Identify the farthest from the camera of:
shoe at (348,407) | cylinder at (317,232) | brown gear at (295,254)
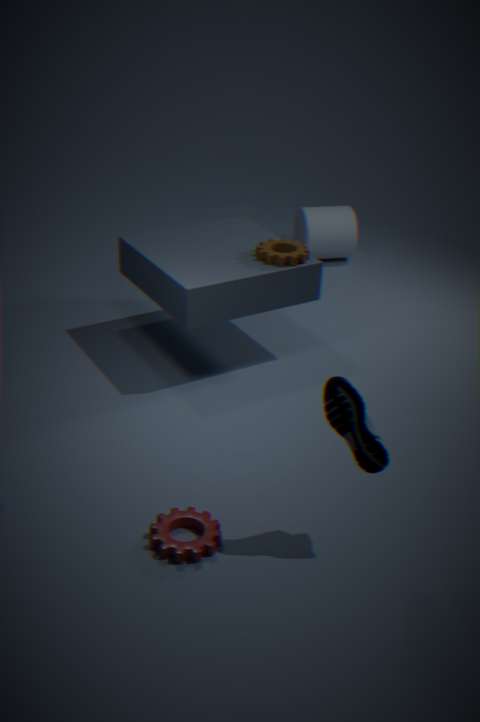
cylinder at (317,232)
